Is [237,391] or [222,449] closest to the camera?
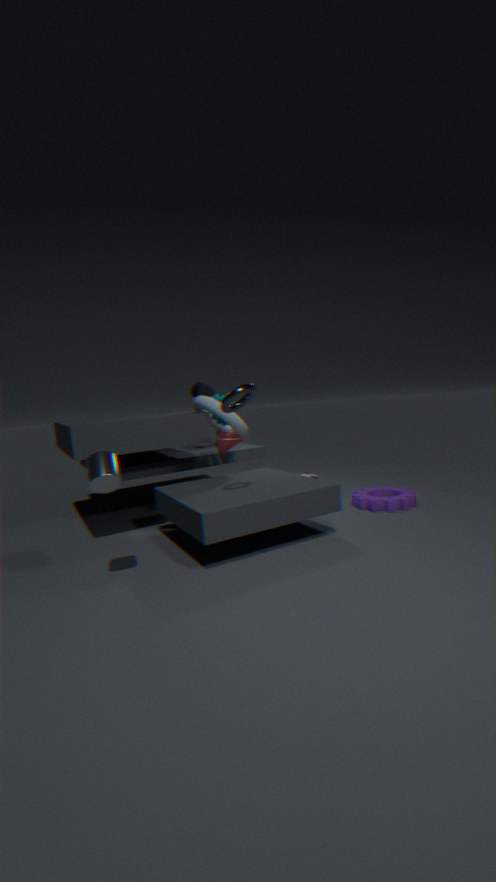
[237,391]
